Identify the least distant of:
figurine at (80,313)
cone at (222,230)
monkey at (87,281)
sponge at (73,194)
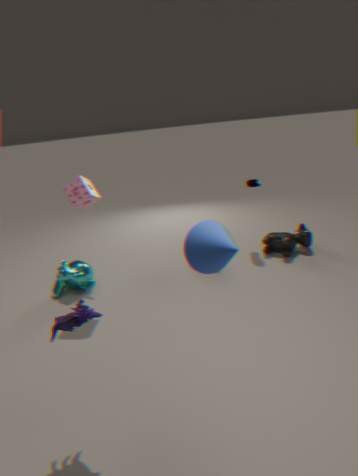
cone at (222,230)
